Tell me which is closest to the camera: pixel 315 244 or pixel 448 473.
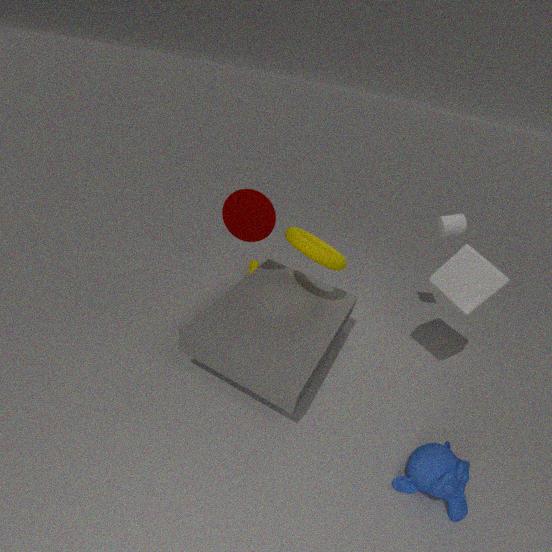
pixel 448 473
